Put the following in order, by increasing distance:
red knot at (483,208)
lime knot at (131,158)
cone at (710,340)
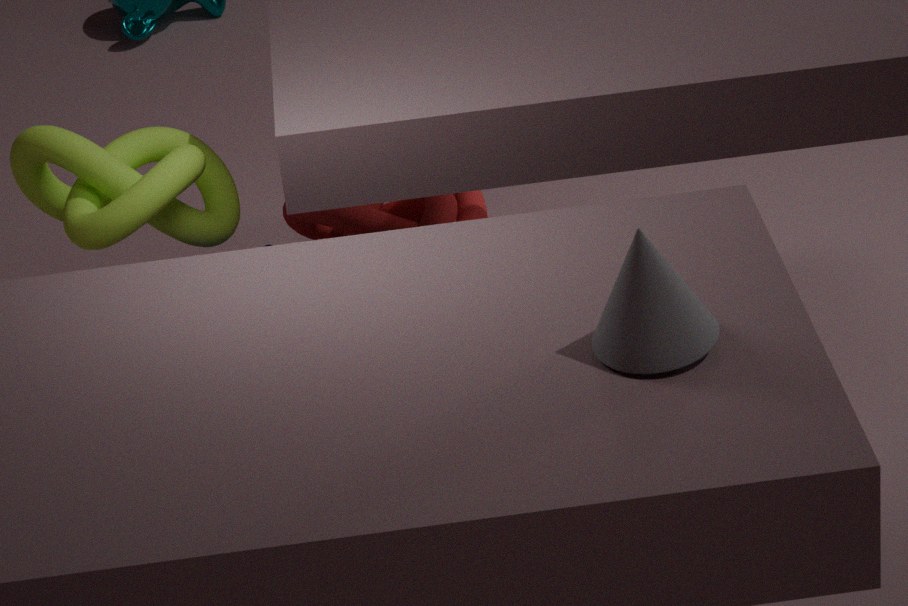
cone at (710,340), lime knot at (131,158), red knot at (483,208)
